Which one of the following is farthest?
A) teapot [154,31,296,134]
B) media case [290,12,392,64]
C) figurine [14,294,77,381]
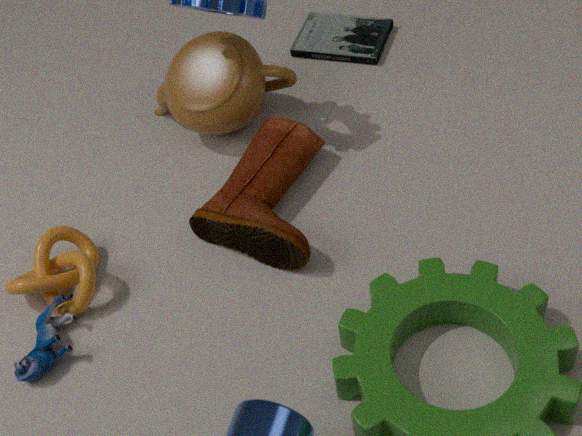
media case [290,12,392,64]
